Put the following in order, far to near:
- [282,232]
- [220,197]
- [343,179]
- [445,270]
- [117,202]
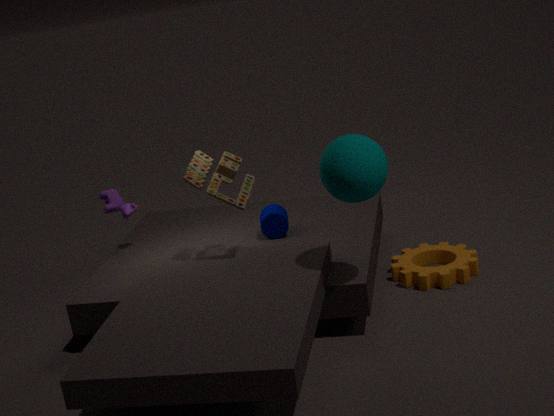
[117,202] → [282,232] → [445,270] → [220,197] → [343,179]
